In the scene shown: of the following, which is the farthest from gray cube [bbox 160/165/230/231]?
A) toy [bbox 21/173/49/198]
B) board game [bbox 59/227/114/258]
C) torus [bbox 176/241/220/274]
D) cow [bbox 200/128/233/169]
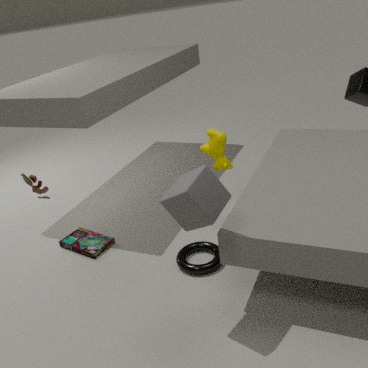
toy [bbox 21/173/49/198]
